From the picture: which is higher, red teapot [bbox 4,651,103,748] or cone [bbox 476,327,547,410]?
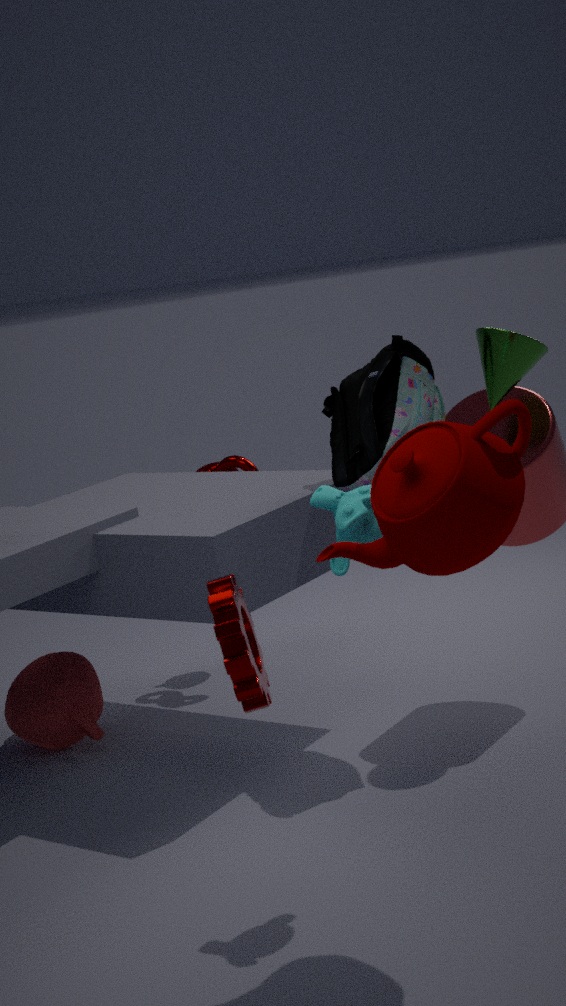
cone [bbox 476,327,547,410]
